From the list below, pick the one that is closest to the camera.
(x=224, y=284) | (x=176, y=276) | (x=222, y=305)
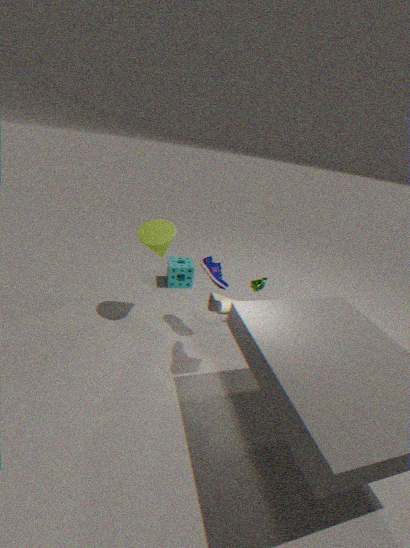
(x=222, y=305)
